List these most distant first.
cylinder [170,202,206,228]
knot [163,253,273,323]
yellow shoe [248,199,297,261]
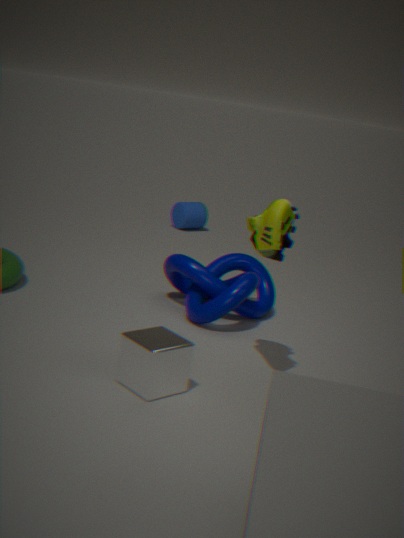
cylinder [170,202,206,228], knot [163,253,273,323], yellow shoe [248,199,297,261]
